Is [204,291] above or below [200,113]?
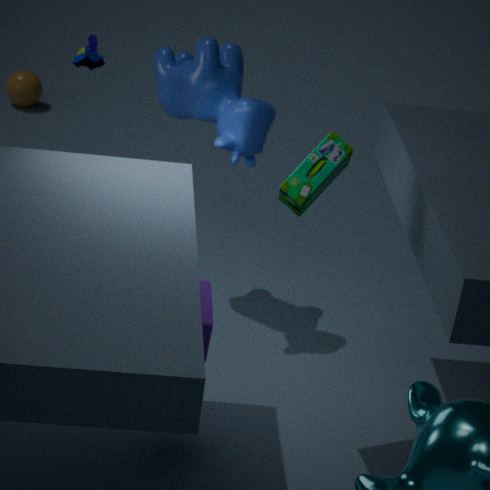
below
